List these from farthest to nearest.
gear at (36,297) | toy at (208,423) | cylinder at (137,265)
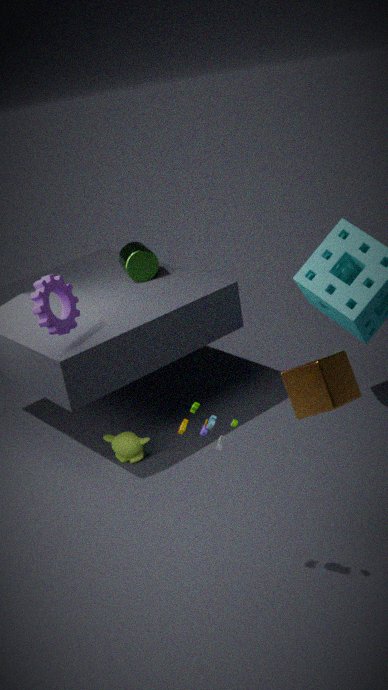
cylinder at (137,265) → gear at (36,297) → toy at (208,423)
